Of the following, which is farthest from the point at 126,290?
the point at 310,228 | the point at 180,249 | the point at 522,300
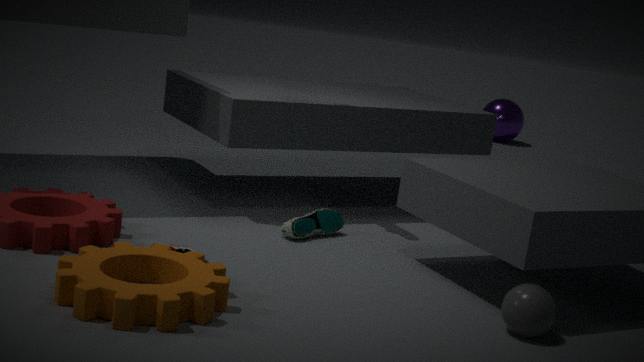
the point at 522,300
